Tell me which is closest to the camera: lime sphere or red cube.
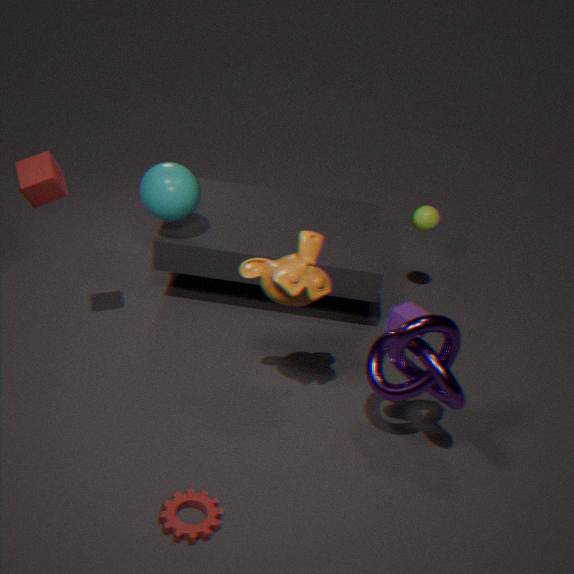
red cube
